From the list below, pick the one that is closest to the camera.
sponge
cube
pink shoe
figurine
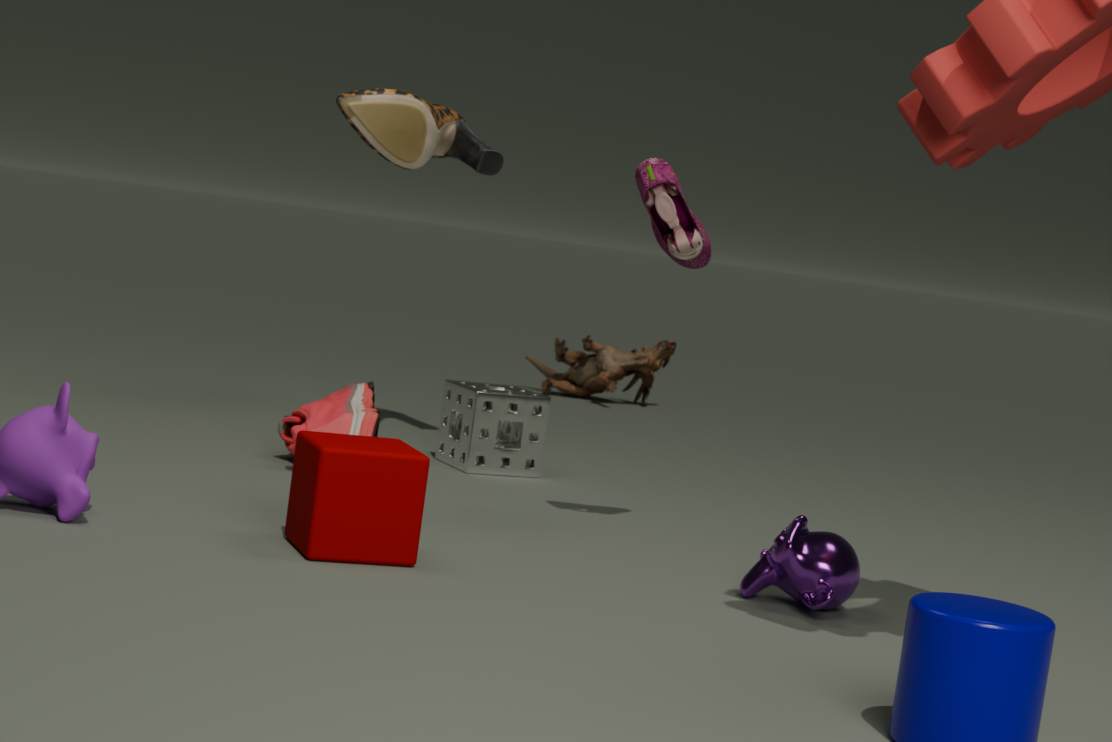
cube
